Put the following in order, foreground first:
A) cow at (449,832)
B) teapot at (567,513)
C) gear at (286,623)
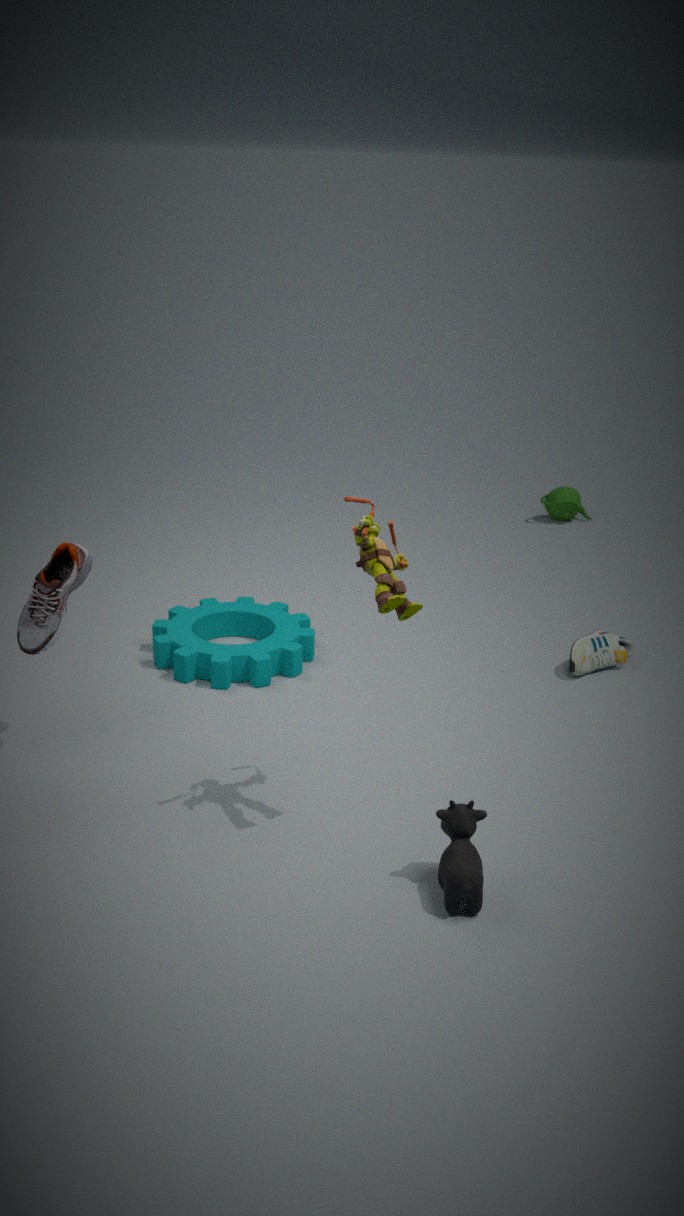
cow at (449,832), gear at (286,623), teapot at (567,513)
